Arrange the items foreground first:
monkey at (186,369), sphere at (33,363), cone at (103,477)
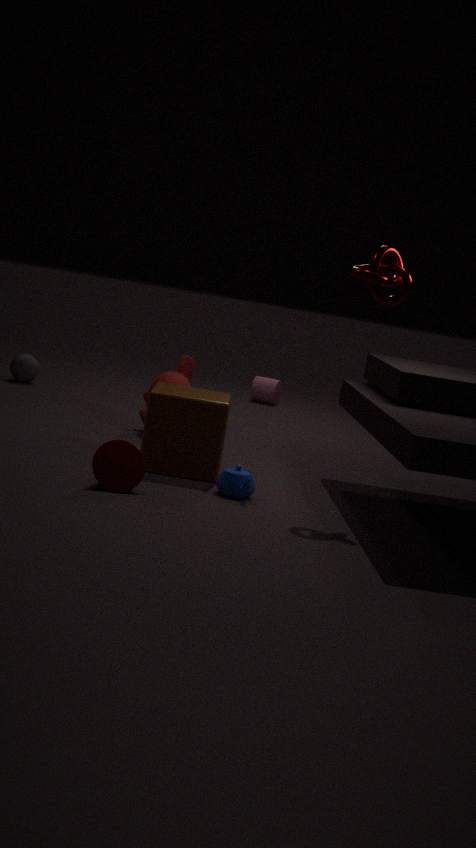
cone at (103,477) → monkey at (186,369) → sphere at (33,363)
